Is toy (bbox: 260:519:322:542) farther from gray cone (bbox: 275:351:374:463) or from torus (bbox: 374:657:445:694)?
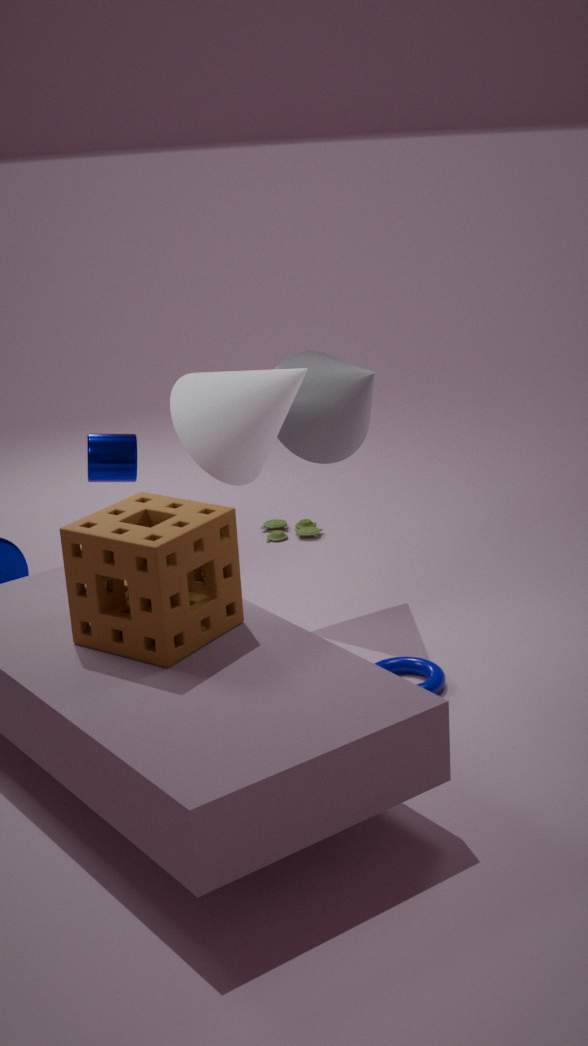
torus (bbox: 374:657:445:694)
